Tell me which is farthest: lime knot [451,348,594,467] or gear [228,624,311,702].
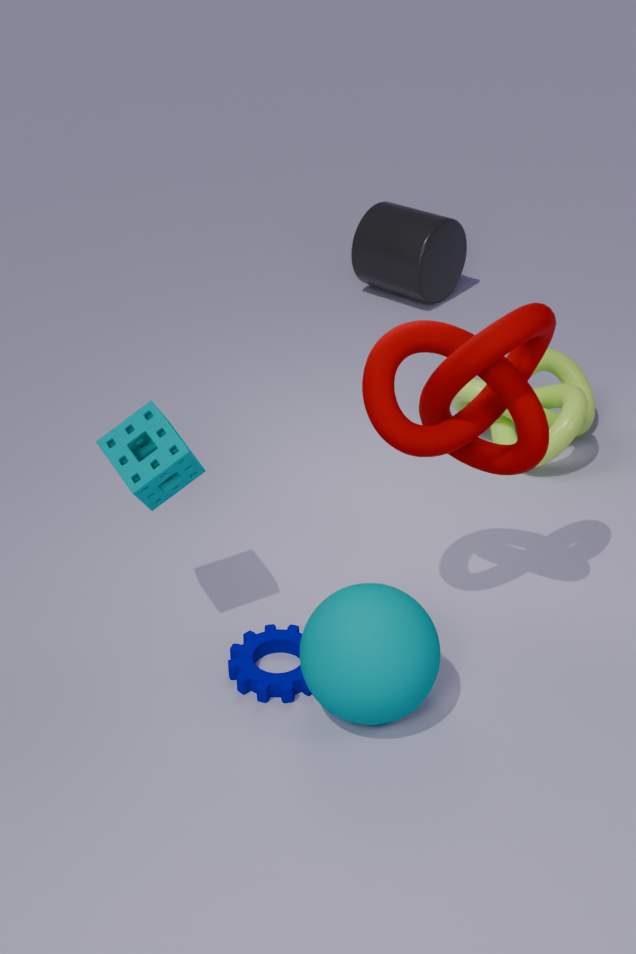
lime knot [451,348,594,467]
